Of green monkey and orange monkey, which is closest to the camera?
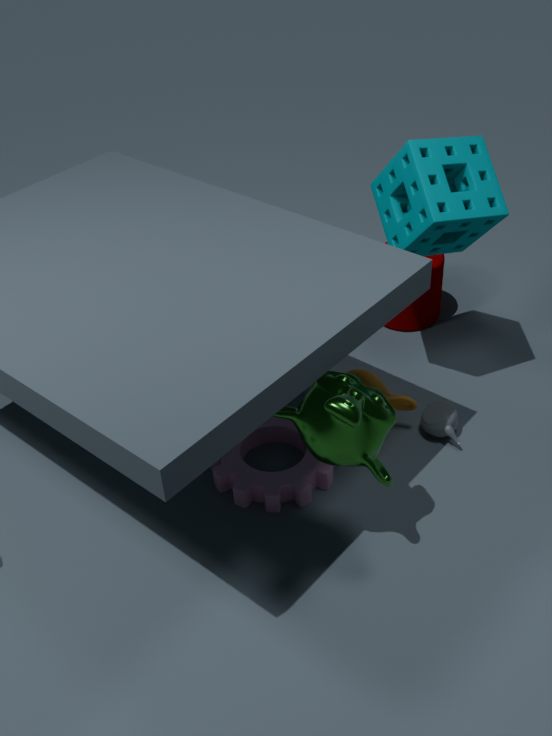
green monkey
